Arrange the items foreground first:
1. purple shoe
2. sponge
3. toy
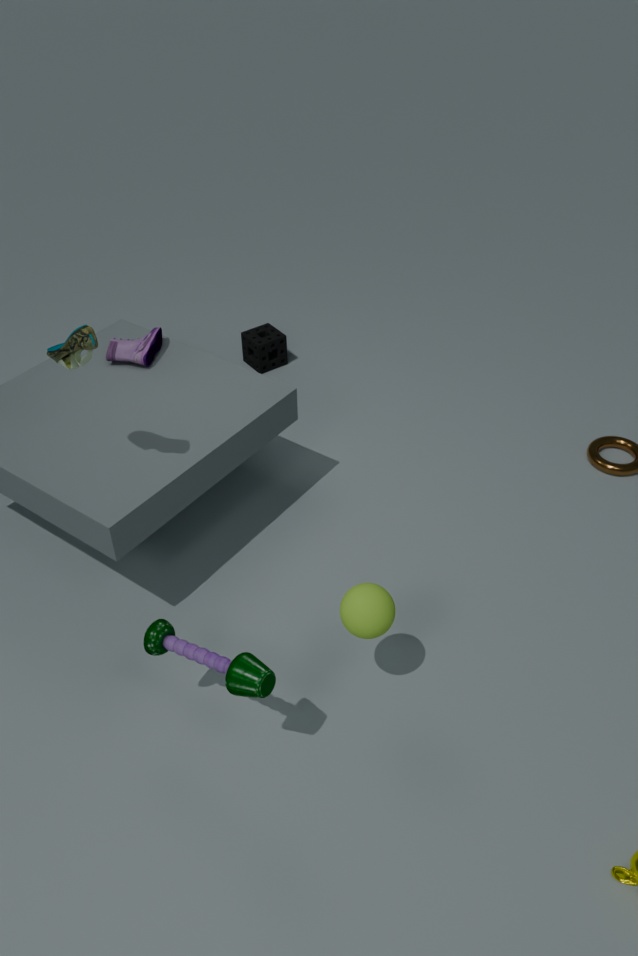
toy < purple shoe < sponge
